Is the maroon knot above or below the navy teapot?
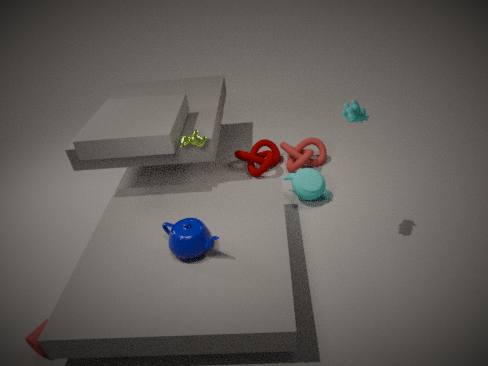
below
